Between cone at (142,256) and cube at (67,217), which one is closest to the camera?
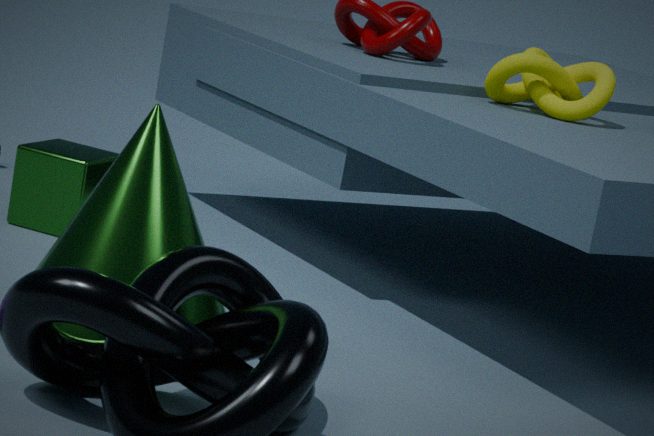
cone at (142,256)
